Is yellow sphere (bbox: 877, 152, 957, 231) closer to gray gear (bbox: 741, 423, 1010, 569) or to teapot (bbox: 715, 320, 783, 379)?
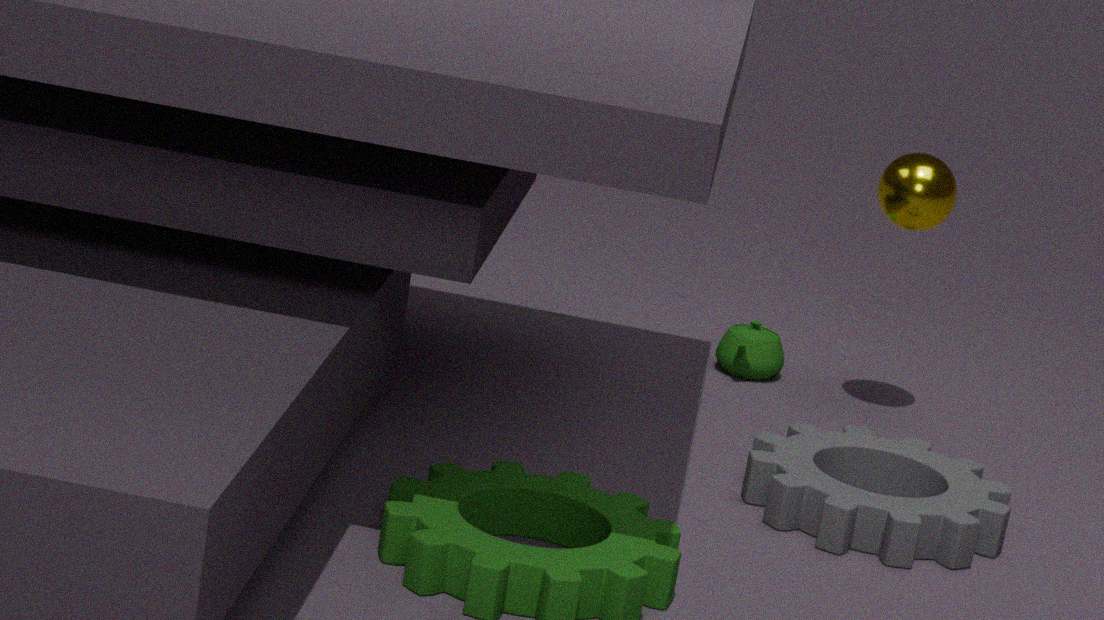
teapot (bbox: 715, 320, 783, 379)
